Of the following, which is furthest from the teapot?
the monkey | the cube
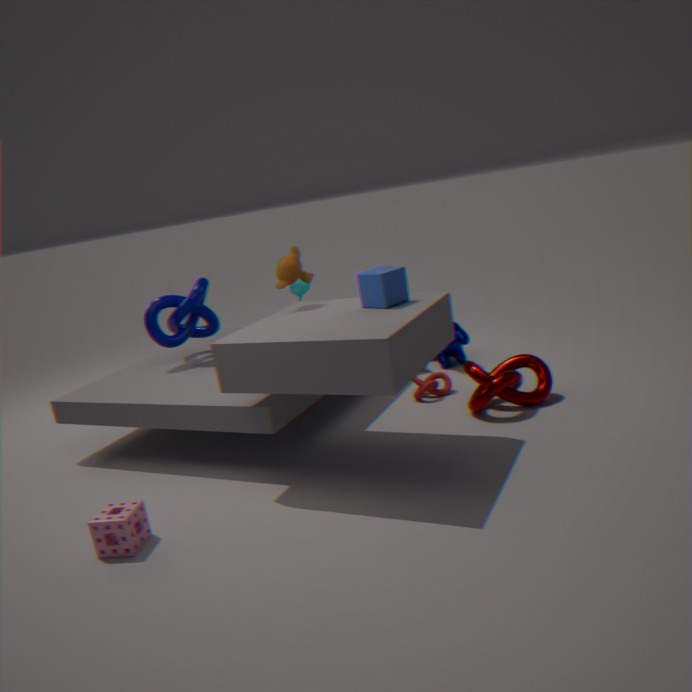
the cube
